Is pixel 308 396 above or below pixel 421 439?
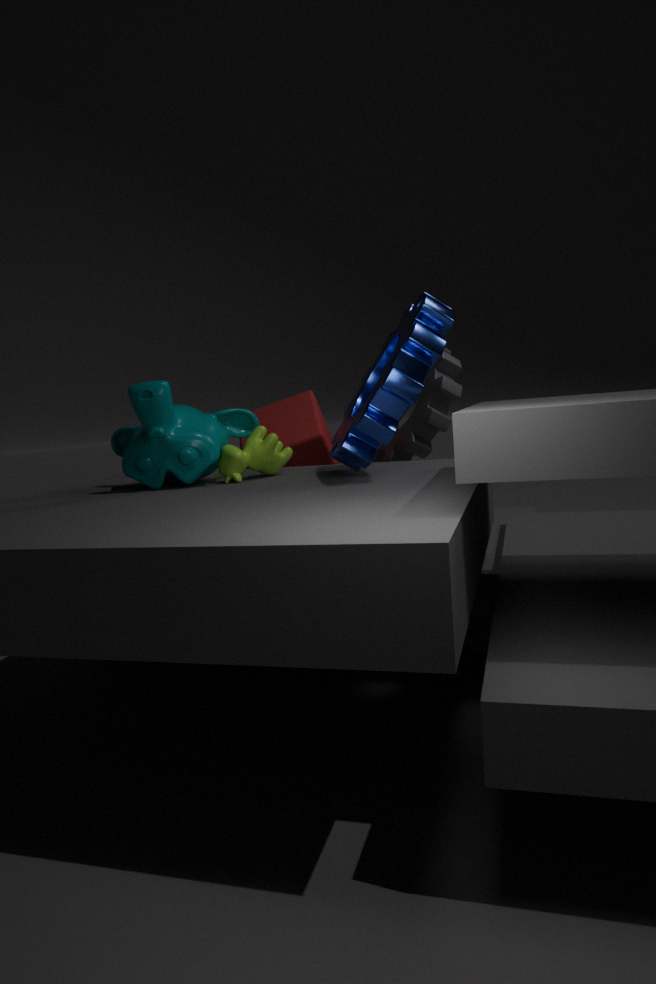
below
